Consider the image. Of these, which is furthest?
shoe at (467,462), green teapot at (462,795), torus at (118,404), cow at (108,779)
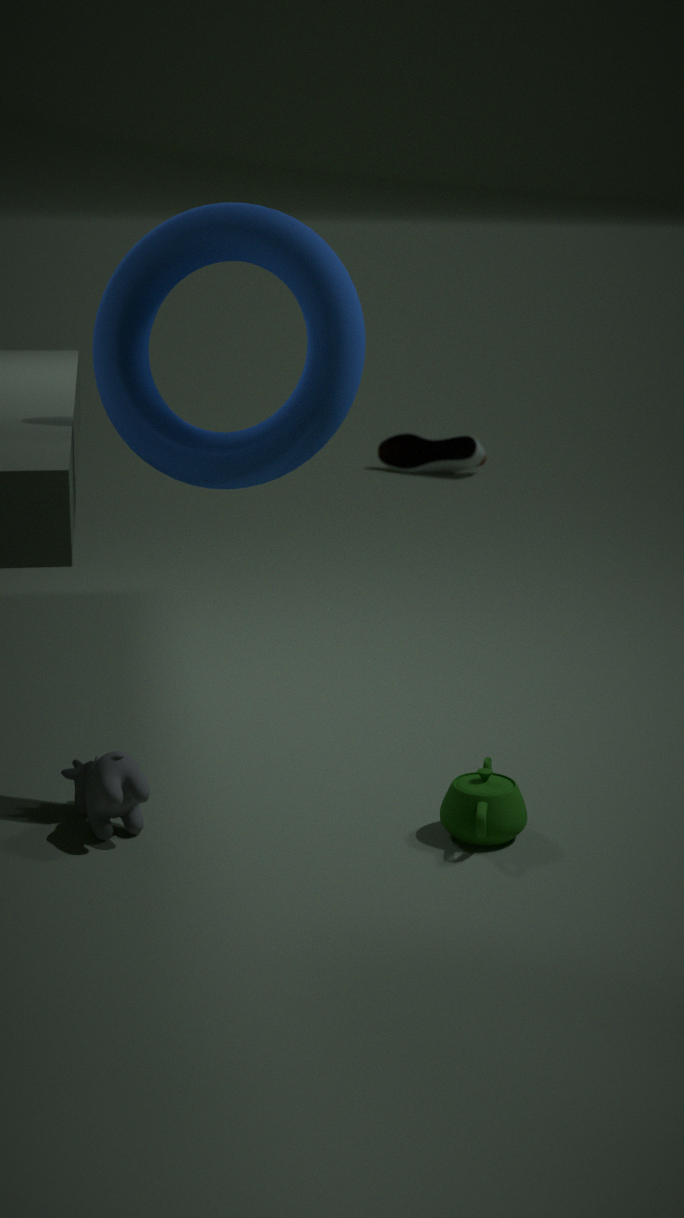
shoe at (467,462)
